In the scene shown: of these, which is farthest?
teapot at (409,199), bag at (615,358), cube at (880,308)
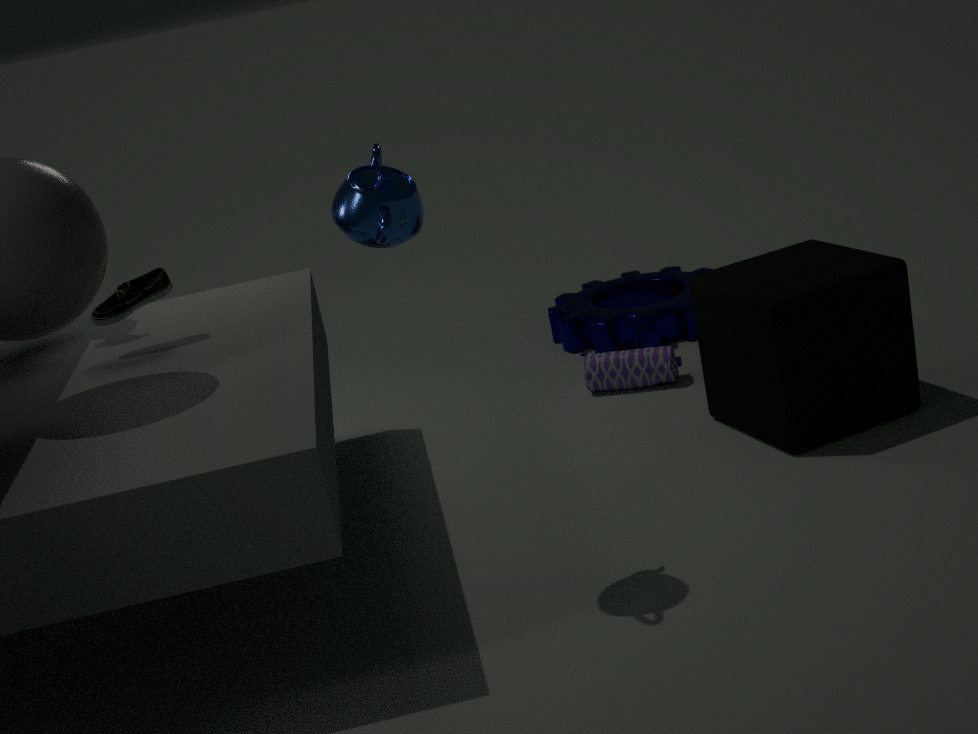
bag at (615,358)
